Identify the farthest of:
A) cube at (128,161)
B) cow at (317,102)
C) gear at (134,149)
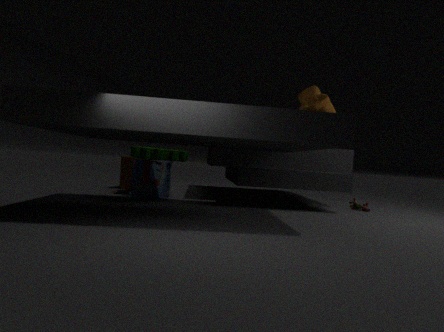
cube at (128,161)
